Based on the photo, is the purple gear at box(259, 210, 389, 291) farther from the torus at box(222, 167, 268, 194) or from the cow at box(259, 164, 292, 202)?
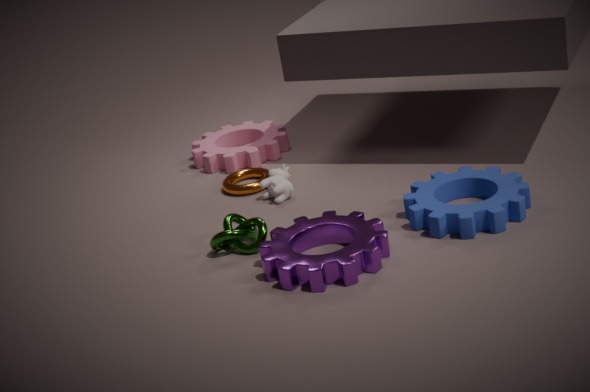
the torus at box(222, 167, 268, 194)
